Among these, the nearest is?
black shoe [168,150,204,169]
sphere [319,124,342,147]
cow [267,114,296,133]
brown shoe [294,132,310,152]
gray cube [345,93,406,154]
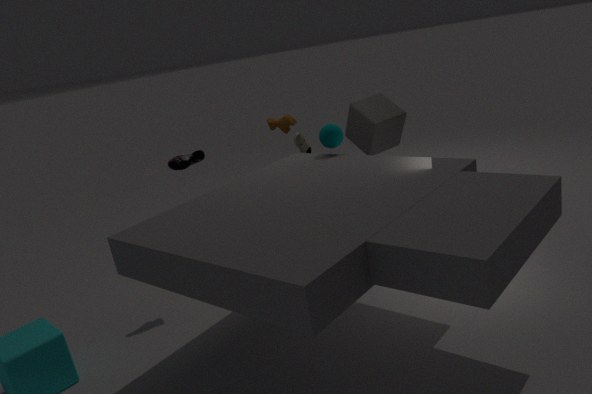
sphere [319,124,342,147]
